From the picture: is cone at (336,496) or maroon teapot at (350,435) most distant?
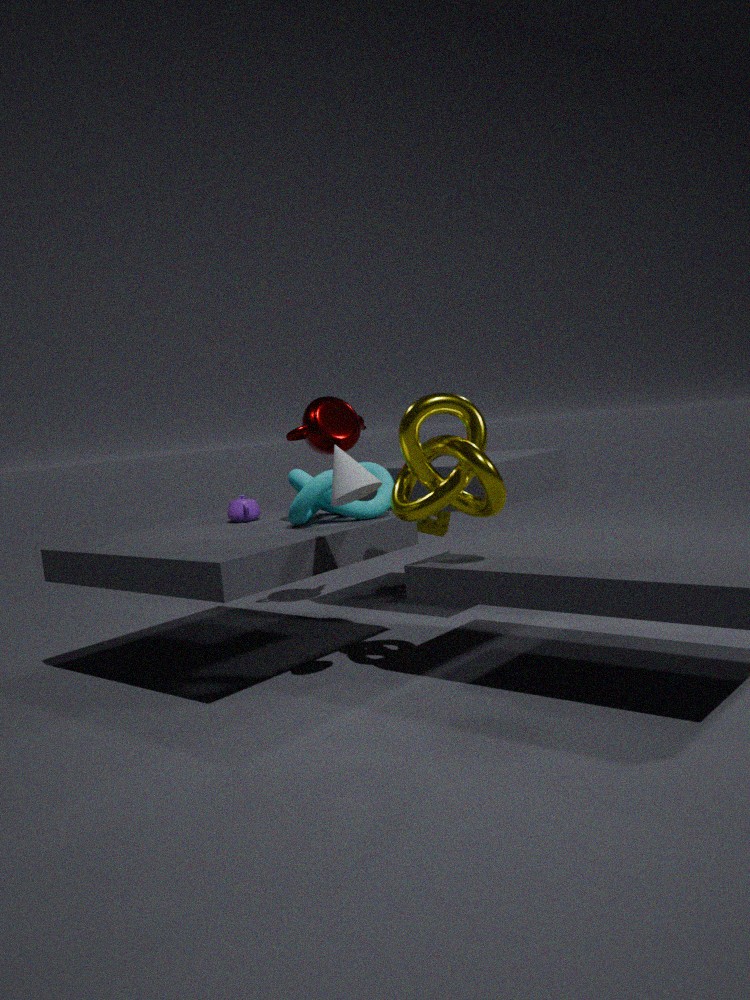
maroon teapot at (350,435)
